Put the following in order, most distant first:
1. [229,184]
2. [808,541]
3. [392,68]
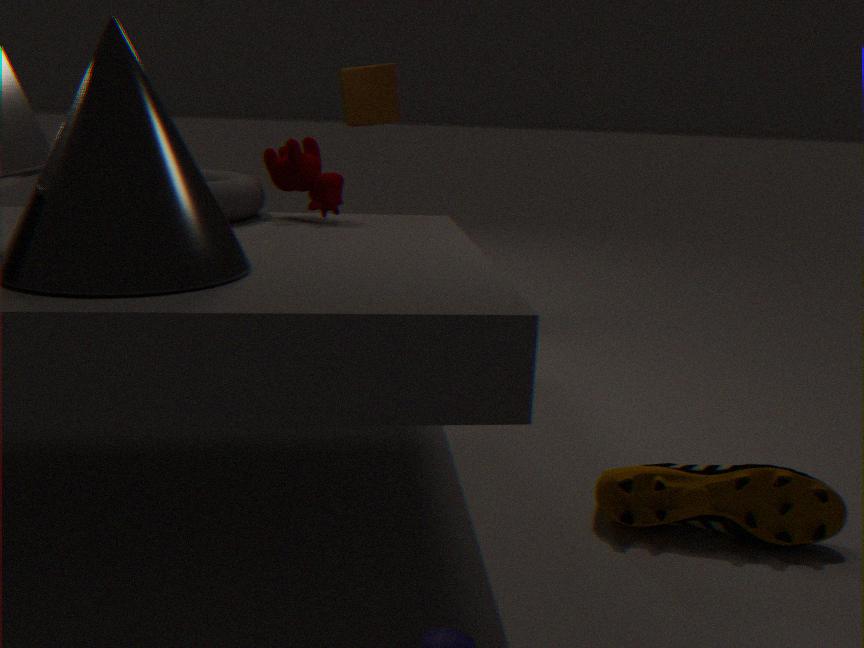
[392,68] → [229,184] → [808,541]
